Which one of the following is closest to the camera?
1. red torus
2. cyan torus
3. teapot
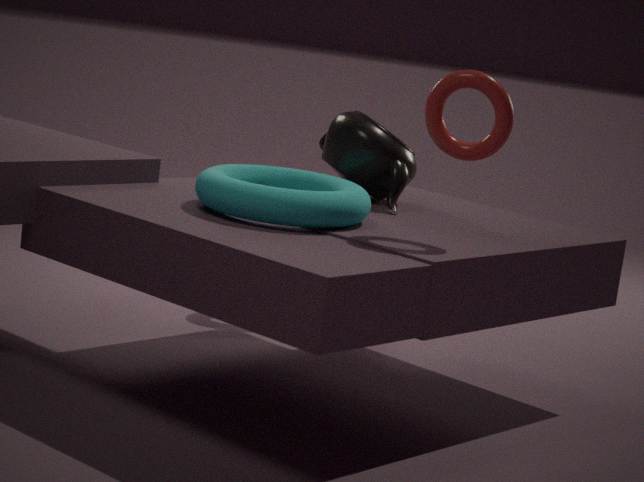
cyan torus
